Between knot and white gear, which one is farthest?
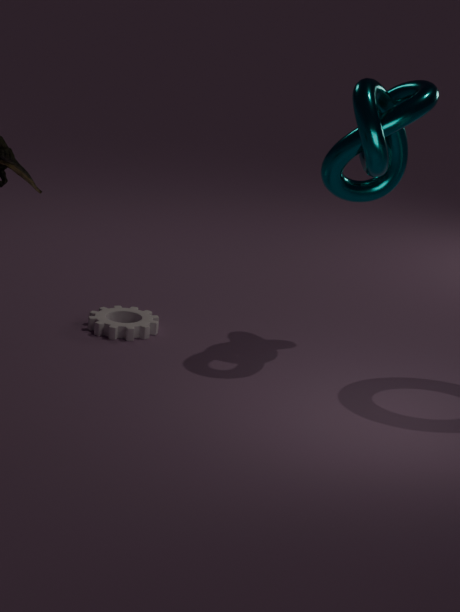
white gear
